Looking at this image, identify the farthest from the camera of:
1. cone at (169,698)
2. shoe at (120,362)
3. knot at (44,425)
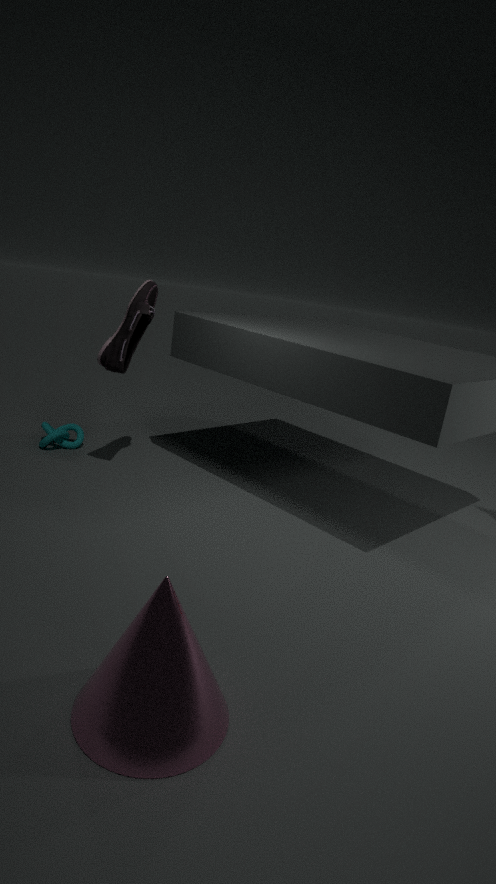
knot at (44,425)
